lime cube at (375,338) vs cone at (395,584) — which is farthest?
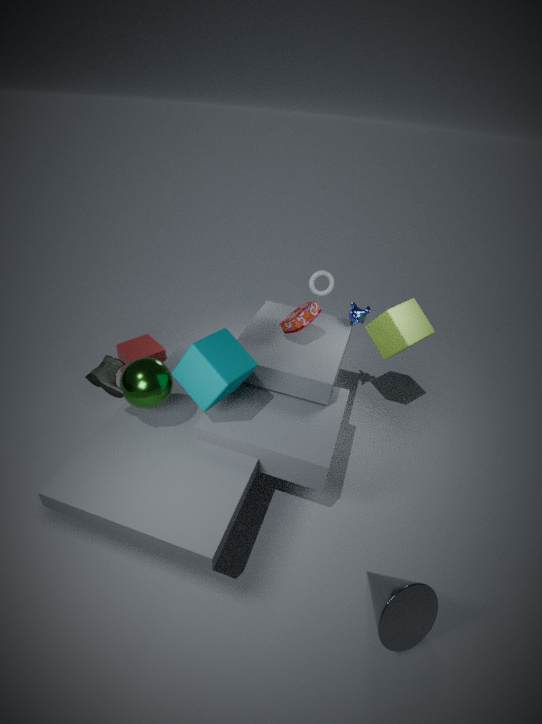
lime cube at (375,338)
